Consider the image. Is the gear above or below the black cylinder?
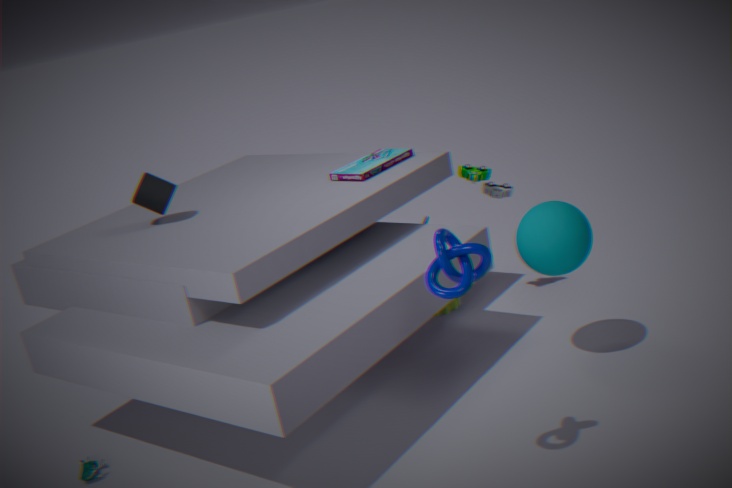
below
